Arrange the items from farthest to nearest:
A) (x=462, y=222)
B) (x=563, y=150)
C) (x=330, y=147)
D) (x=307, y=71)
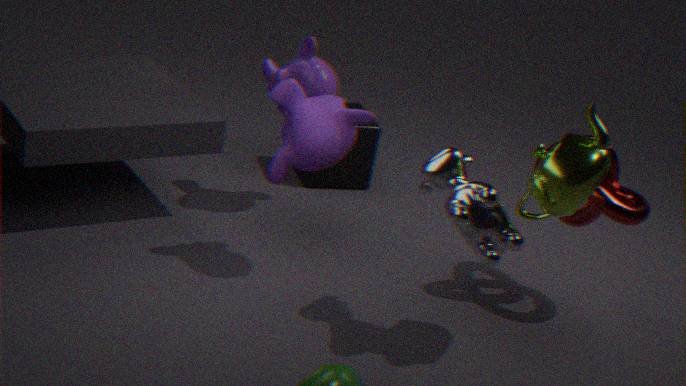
1. (x=307, y=71)
2. (x=330, y=147)
3. (x=563, y=150)
4. (x=462, y=222)
